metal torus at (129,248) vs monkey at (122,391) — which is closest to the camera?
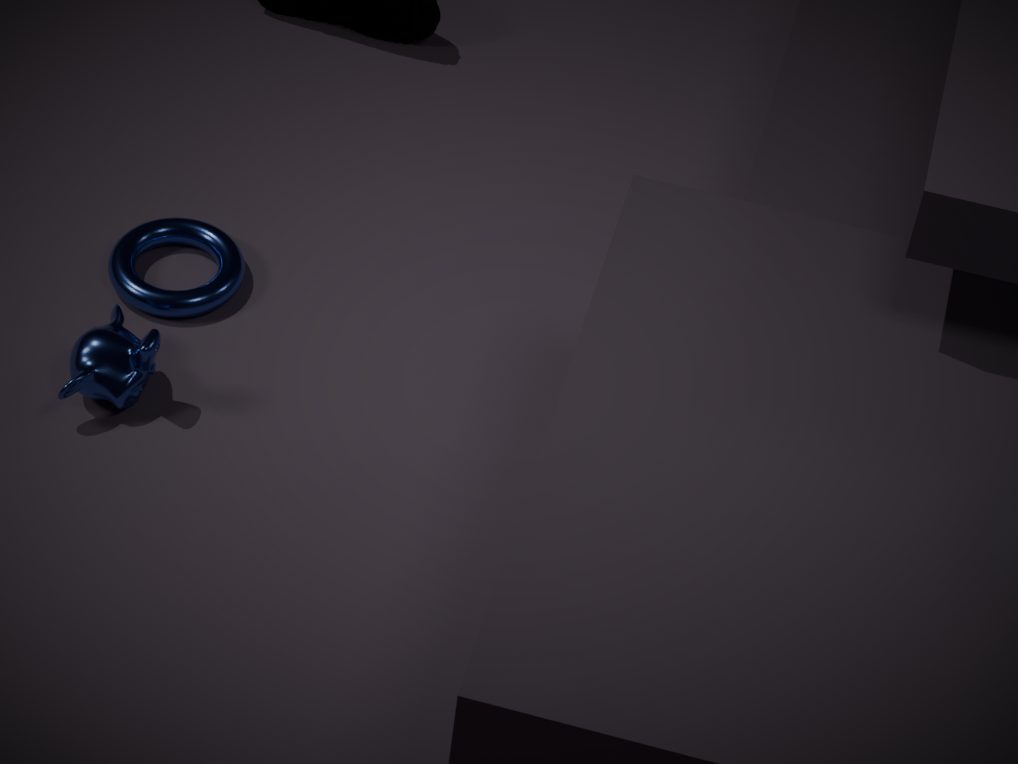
monkey at (122,391)
